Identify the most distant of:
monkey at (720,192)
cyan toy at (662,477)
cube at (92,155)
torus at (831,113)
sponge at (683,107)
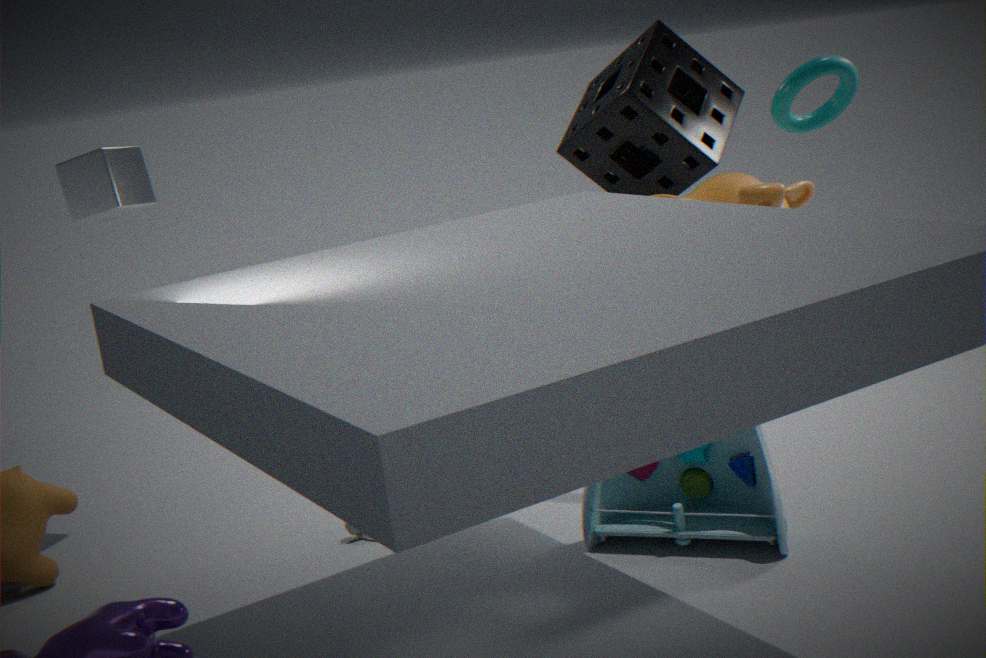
sponge at (683,107)
